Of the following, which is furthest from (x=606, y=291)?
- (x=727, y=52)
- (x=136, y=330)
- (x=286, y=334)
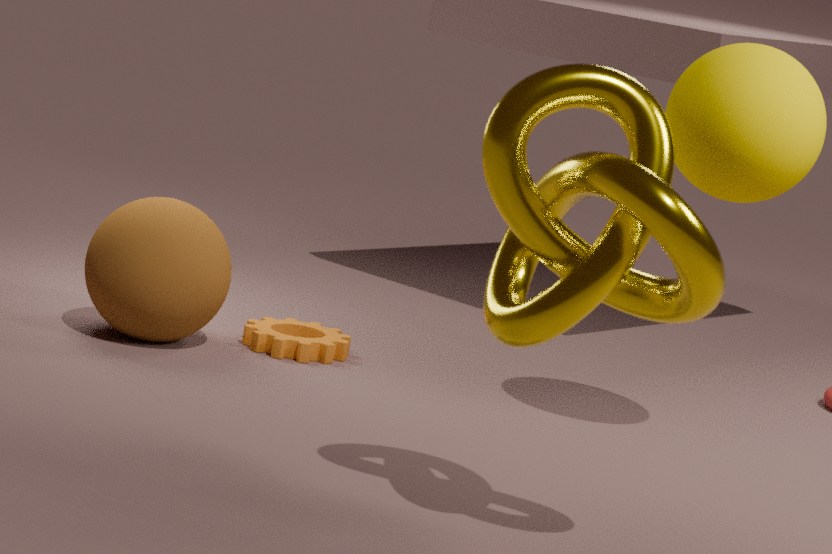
(x=136, y=330)
